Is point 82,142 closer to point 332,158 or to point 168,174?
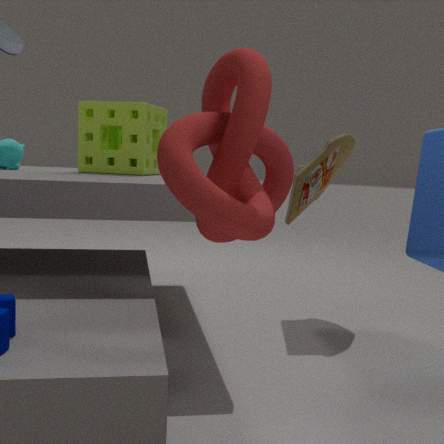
point 332,158
